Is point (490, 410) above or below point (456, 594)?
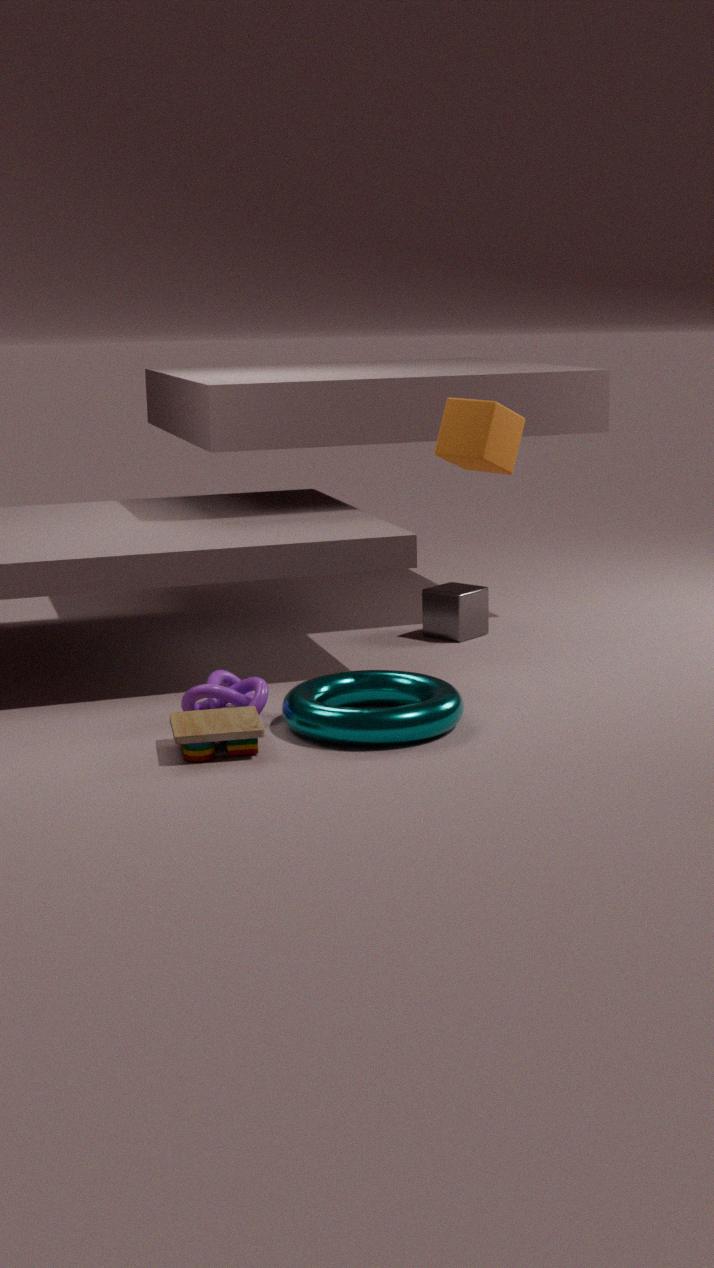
above
